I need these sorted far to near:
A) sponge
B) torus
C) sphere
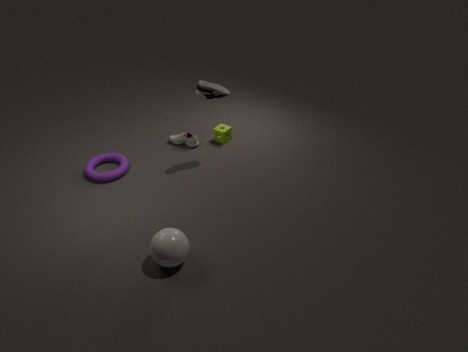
sponge
torus
sphere
